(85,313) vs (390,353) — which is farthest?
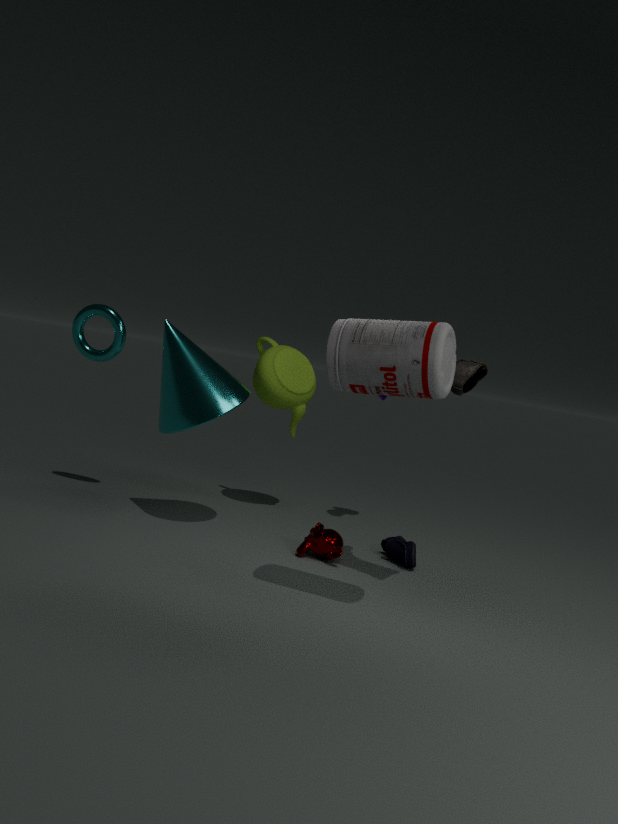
(85,313)
